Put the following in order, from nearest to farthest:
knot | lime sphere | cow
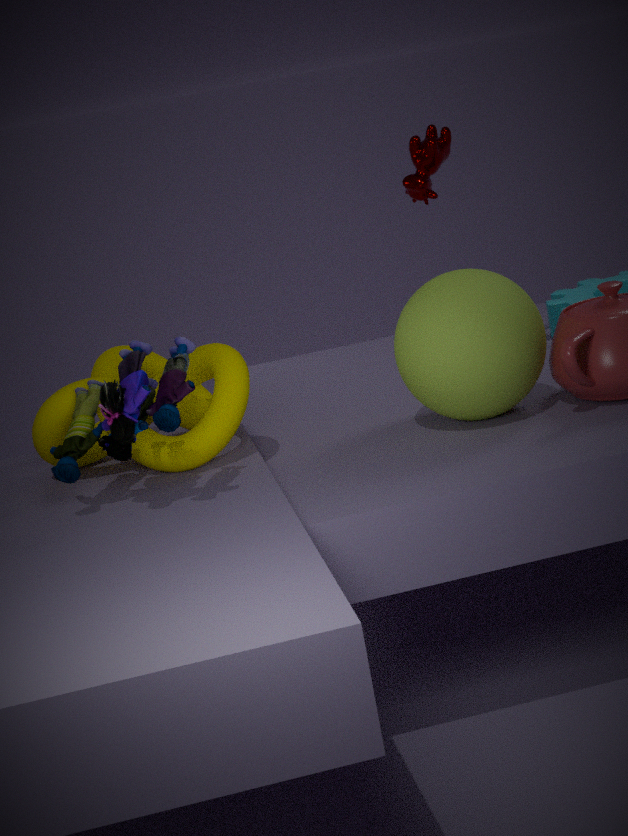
1. lime sphere
2. knot
3. cow
